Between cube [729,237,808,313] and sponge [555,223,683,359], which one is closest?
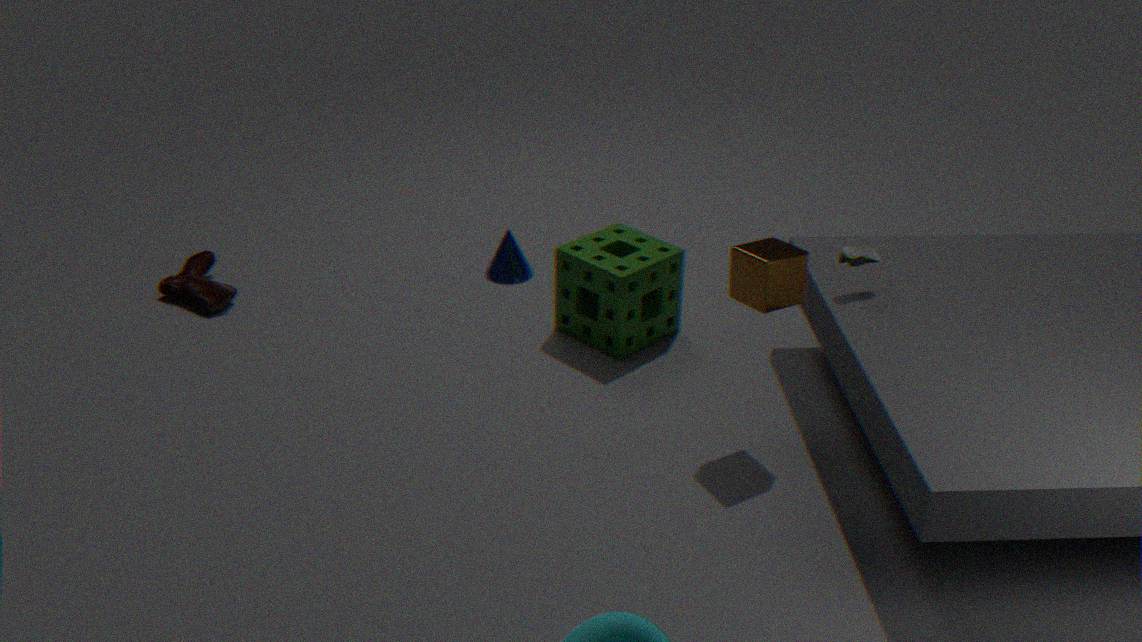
cube [729,237,808,313]
